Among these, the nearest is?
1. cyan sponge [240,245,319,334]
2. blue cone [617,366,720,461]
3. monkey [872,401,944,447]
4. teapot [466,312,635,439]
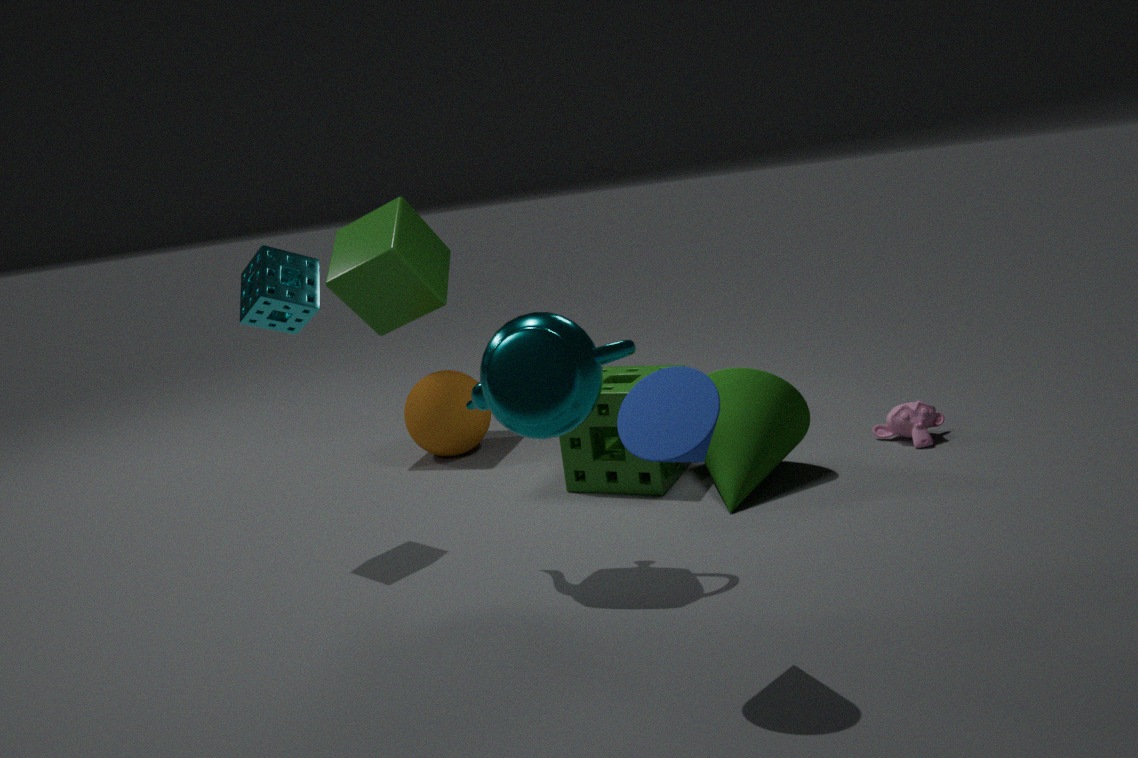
blue cone [617,366,720,461]
